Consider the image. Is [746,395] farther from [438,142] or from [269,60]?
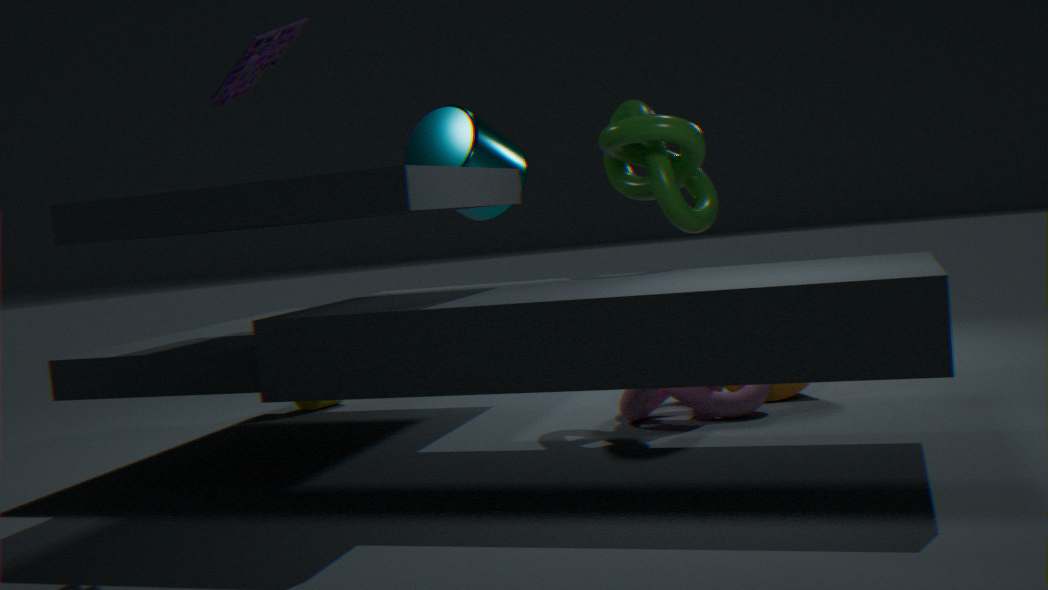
[269,60]
